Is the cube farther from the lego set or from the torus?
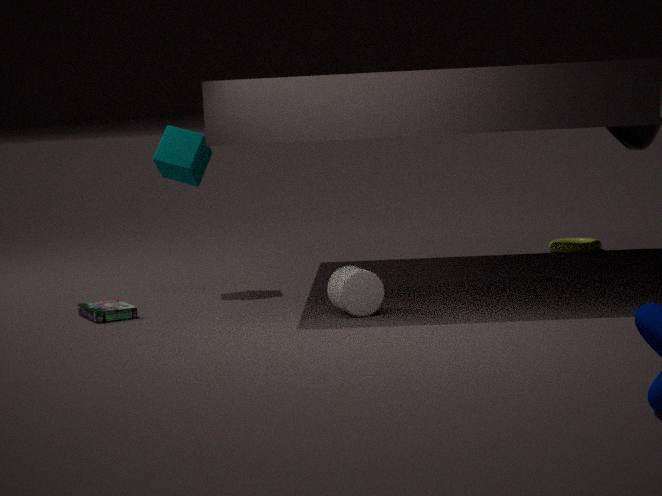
the torus
